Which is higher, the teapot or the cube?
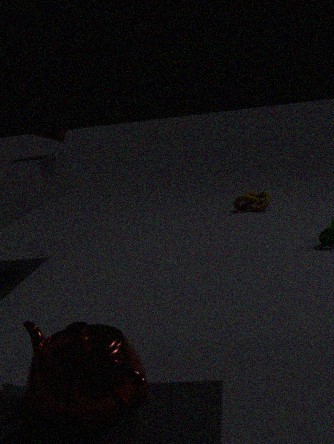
the cube
